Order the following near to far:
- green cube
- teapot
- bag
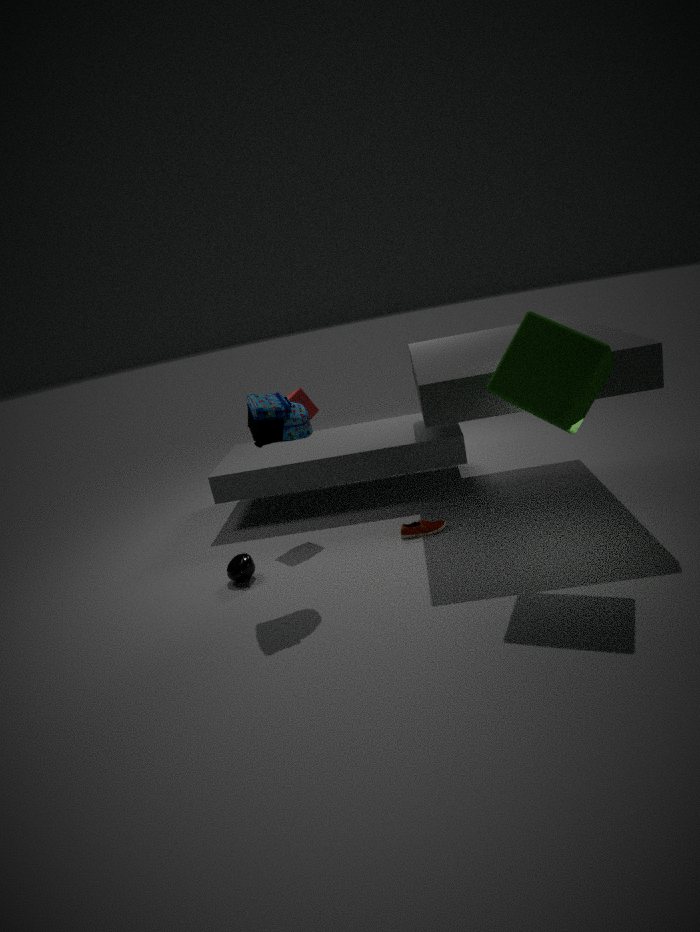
green cube
bag
teapot
